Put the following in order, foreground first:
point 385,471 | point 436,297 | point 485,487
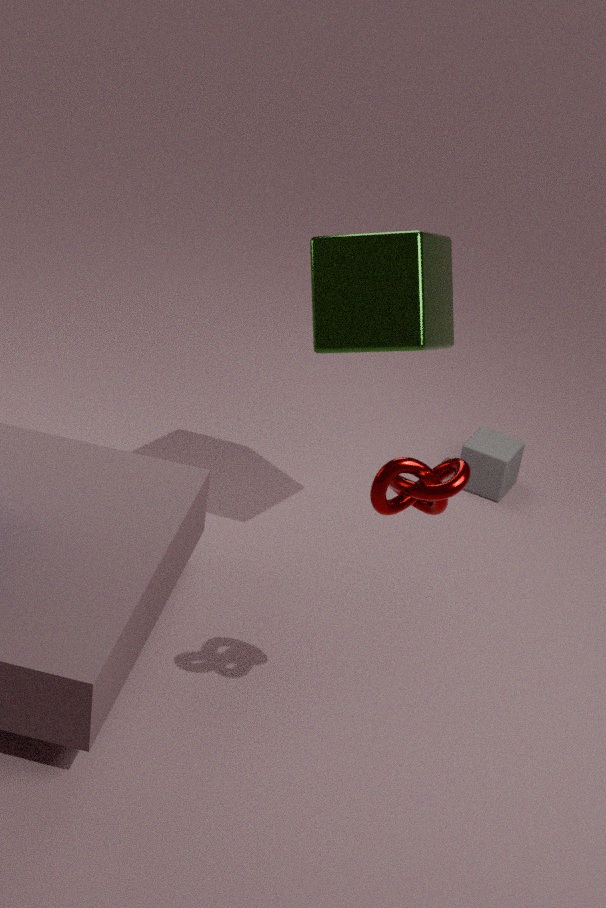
point 385,471 < point 436,297 < point 485,487
